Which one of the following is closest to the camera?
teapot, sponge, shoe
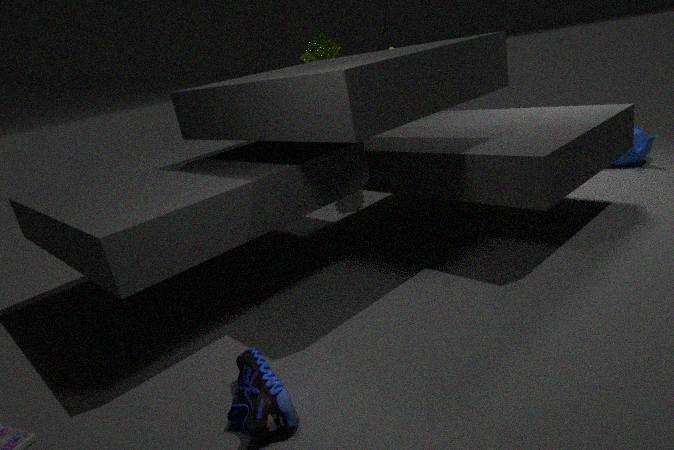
shoe
